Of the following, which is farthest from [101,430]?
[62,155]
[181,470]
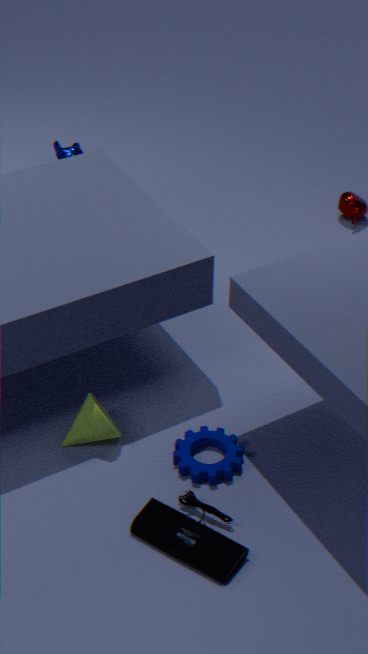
[62,155]
